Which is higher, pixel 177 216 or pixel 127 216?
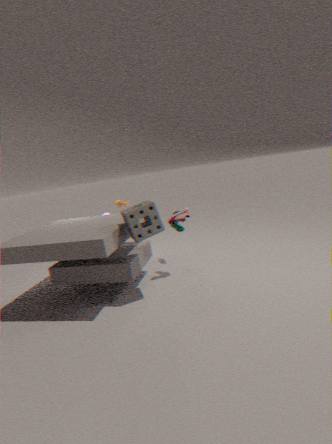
pixel 127 216
